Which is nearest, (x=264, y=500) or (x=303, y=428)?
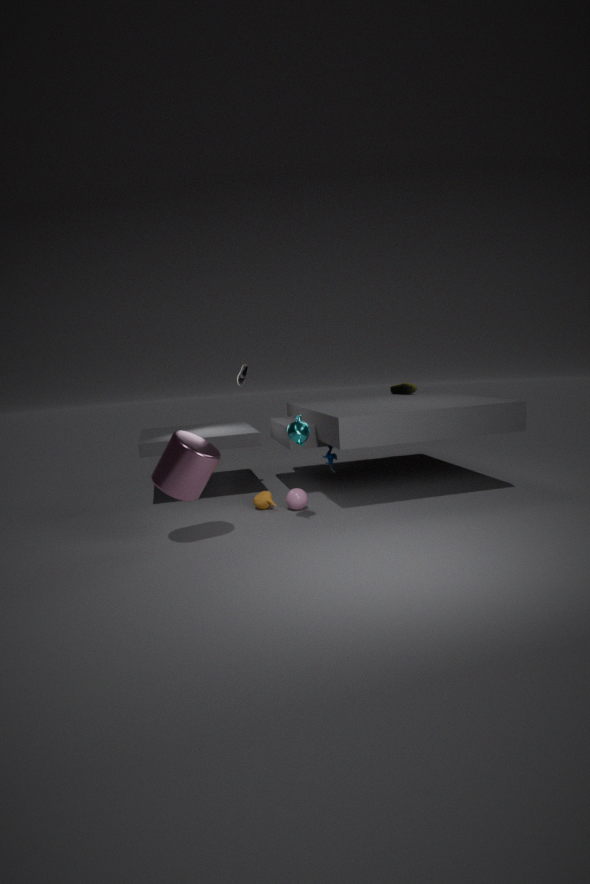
(x=303, y=428)
